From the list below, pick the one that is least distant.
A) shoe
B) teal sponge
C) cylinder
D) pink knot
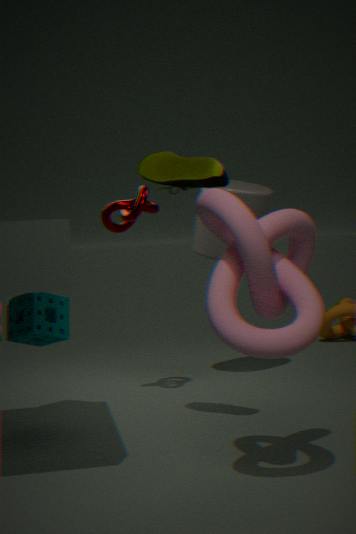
pink knot
